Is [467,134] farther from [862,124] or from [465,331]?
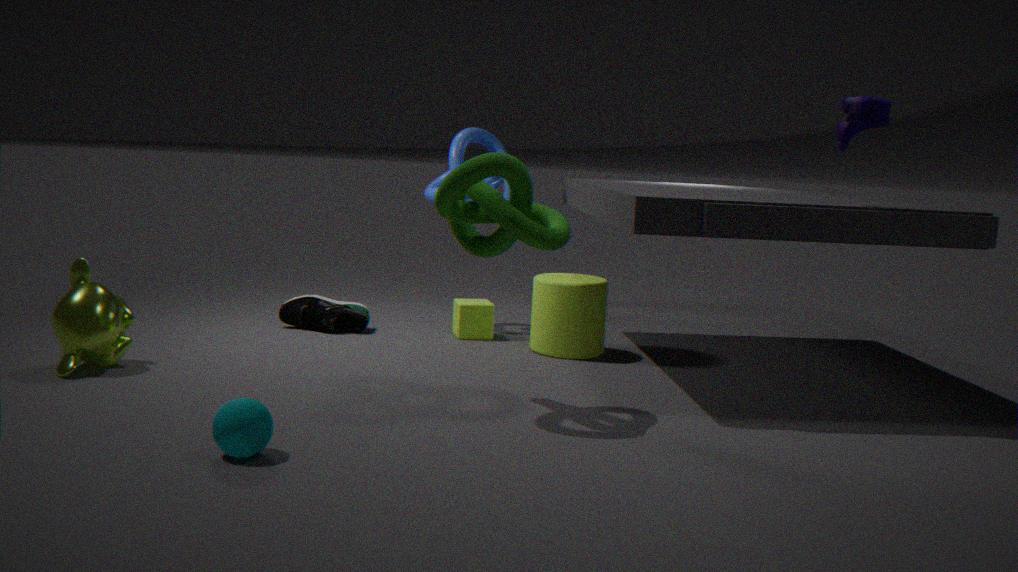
[862,124]
